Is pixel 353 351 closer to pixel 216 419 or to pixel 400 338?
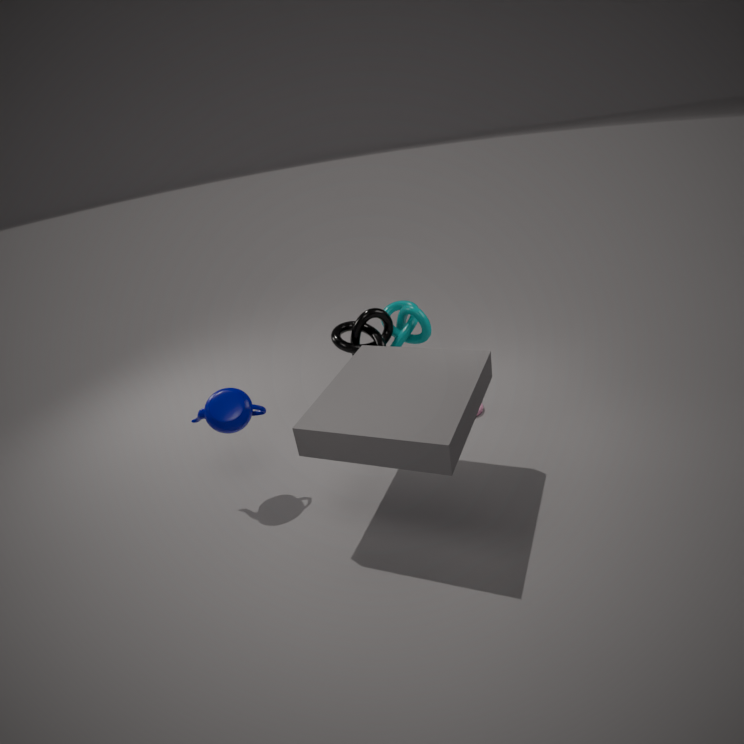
pixel 400 338
